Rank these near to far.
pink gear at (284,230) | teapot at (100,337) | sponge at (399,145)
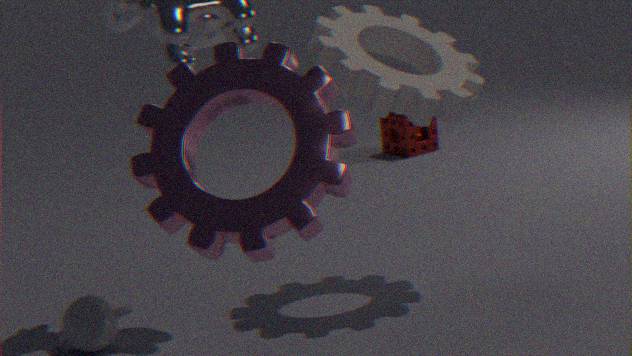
pink gear at (284,230) < teapot at (100,337) < sponge at (399,145)
